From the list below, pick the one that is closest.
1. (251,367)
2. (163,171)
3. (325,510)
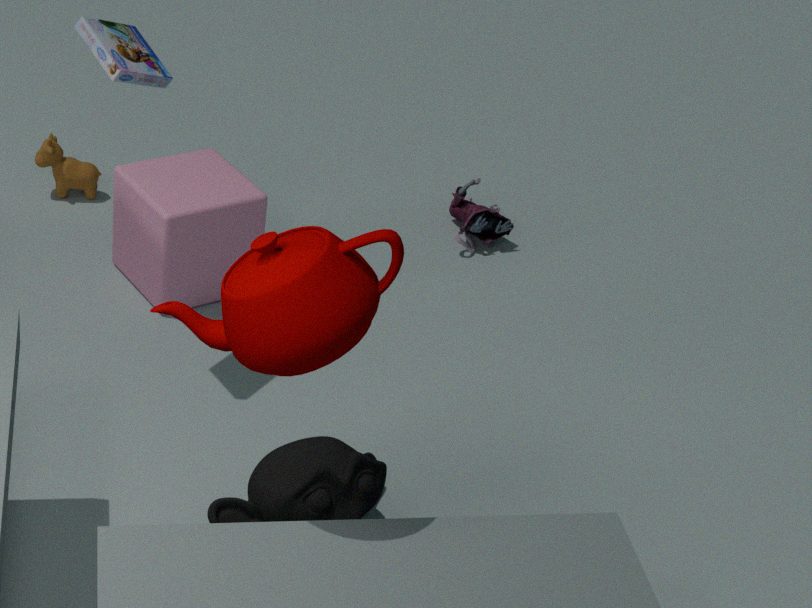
(251,367)
